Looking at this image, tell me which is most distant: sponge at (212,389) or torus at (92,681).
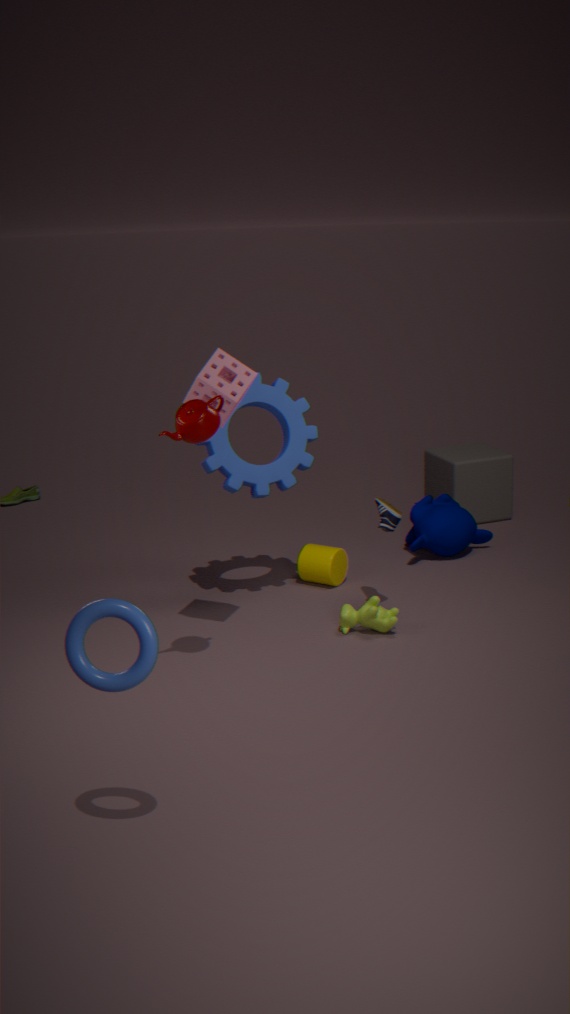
sponge at (212,389)
